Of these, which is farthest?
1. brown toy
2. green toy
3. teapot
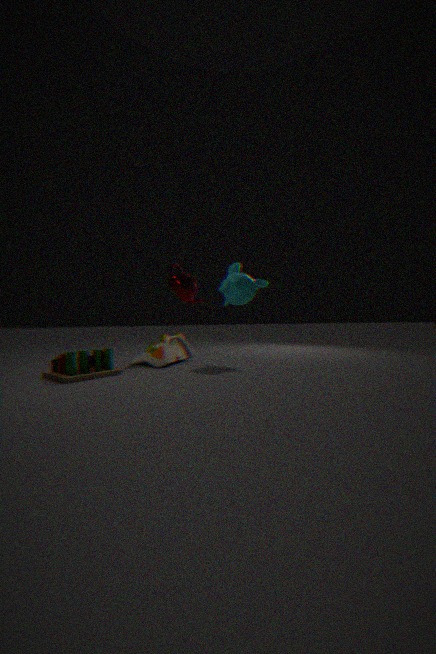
teapot
